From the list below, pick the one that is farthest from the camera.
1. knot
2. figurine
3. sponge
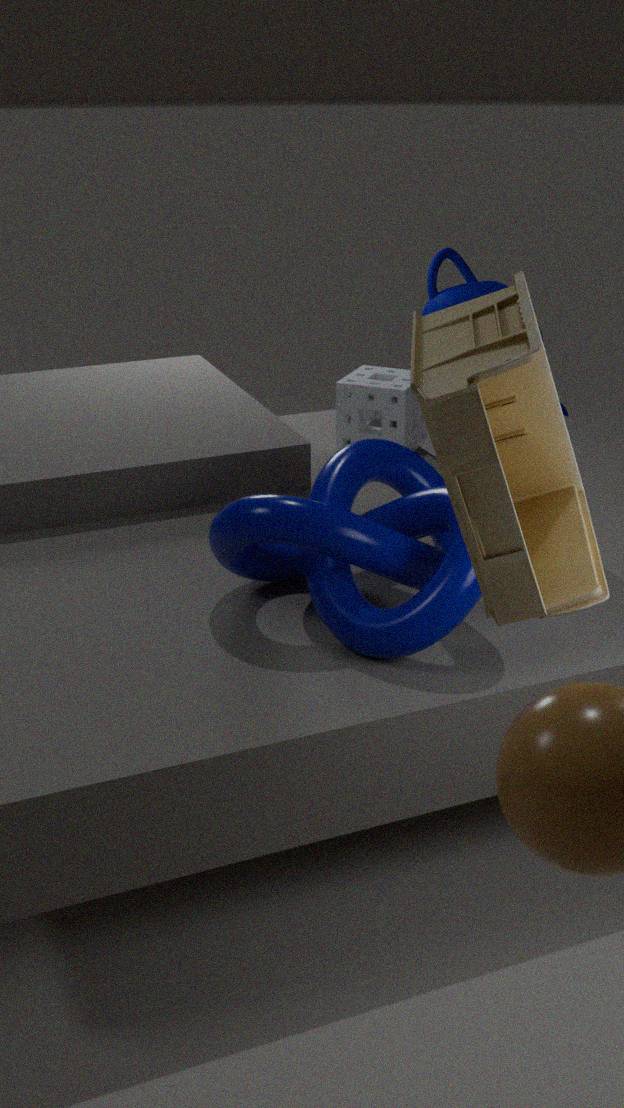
sponge
